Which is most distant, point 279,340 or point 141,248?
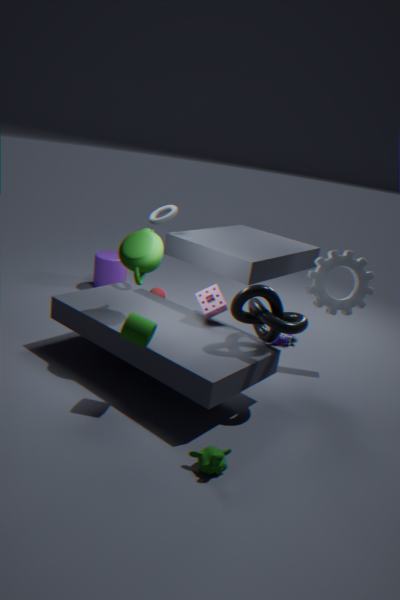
point 279,340
